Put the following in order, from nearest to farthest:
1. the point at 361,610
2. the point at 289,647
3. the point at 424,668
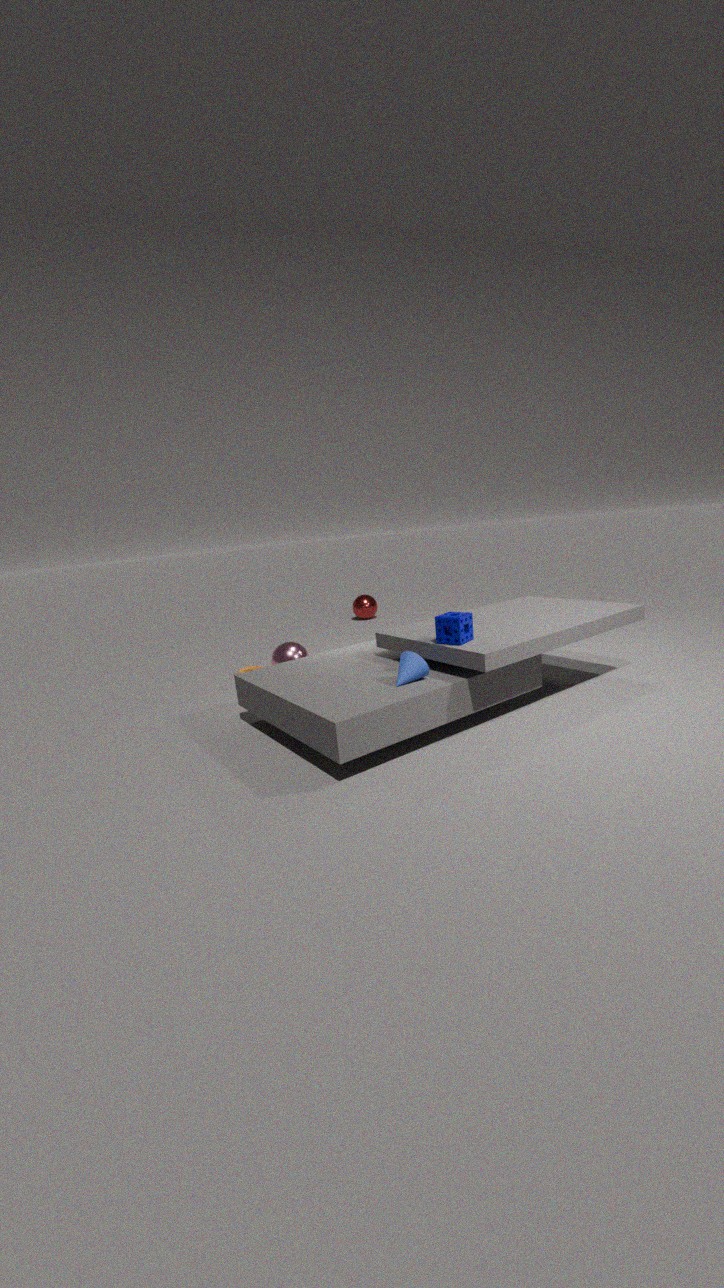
the point at 424,668
the point at 289,647
the point at 361,610
